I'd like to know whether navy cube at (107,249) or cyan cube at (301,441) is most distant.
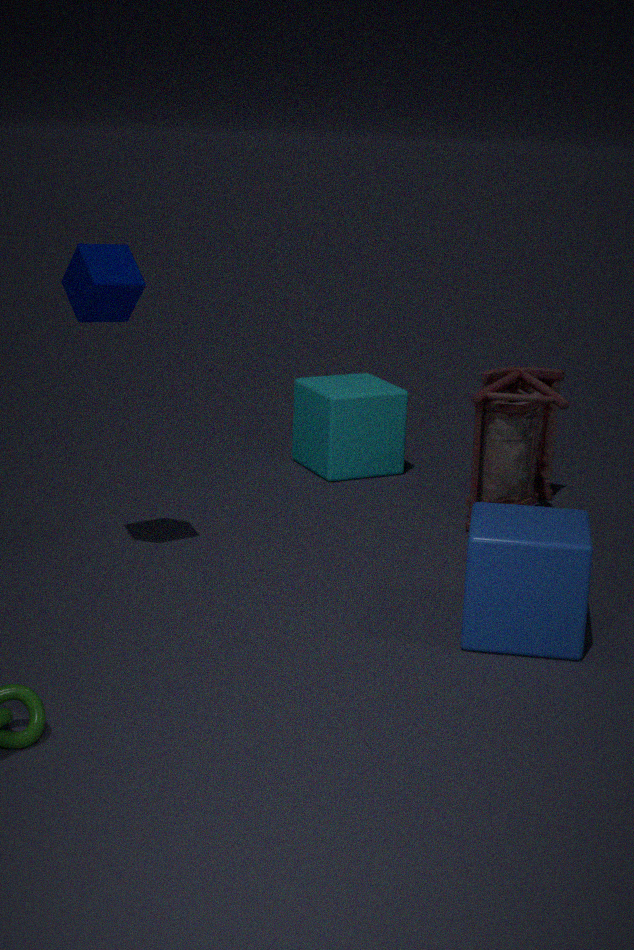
cyan cube at (301,441)
